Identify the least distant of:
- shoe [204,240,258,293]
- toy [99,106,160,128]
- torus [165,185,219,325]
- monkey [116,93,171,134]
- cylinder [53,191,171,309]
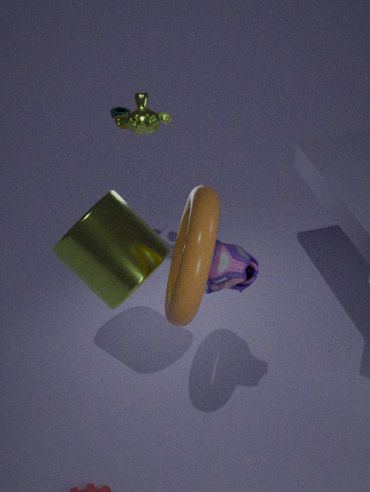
torus [165,185,219,325]
